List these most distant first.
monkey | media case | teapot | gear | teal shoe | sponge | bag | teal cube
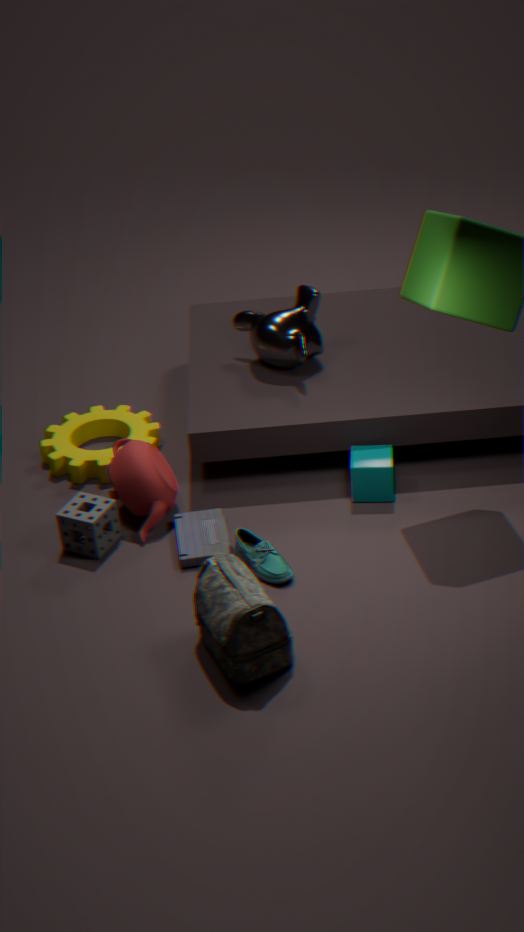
1. monkey
2. gear
3. teal cube
4. teapot
5. sponge
6. media case
7. teal shoe
8. bag
